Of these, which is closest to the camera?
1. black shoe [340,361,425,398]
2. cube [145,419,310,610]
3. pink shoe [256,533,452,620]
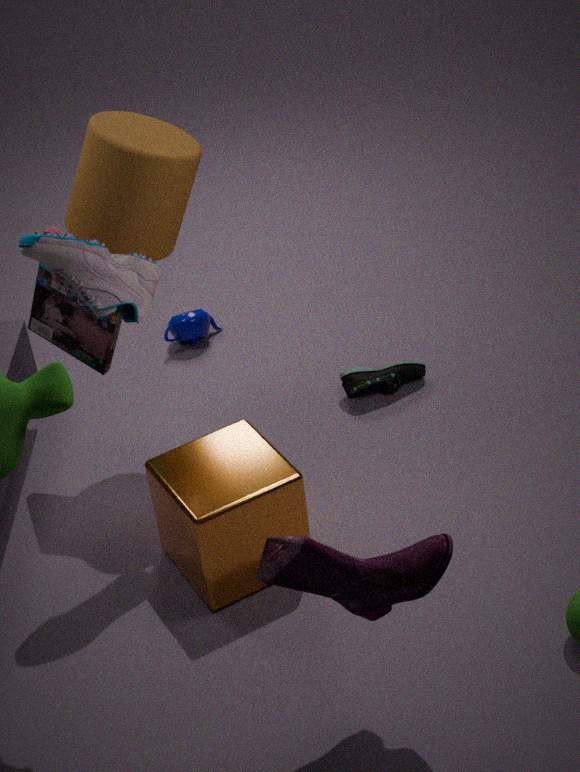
pink shoe [256,533,452,620]
